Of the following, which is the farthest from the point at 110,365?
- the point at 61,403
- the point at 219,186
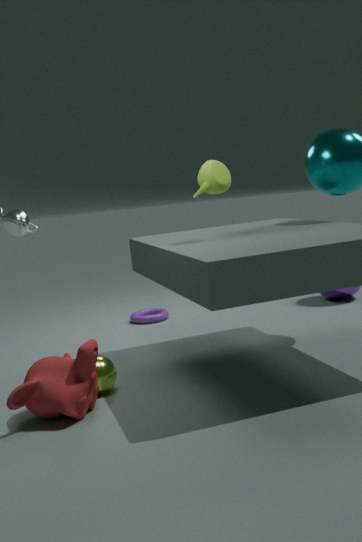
the point at 219,186
